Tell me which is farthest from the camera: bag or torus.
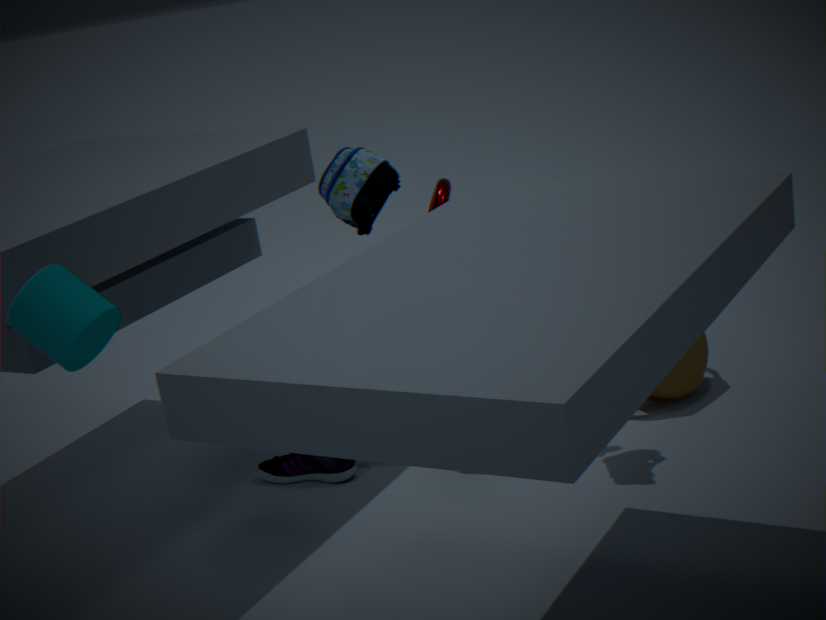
torus
